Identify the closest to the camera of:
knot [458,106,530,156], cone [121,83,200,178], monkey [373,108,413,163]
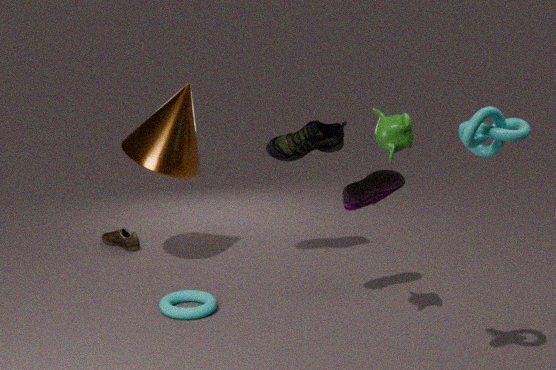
knot [458,106,530,156]
